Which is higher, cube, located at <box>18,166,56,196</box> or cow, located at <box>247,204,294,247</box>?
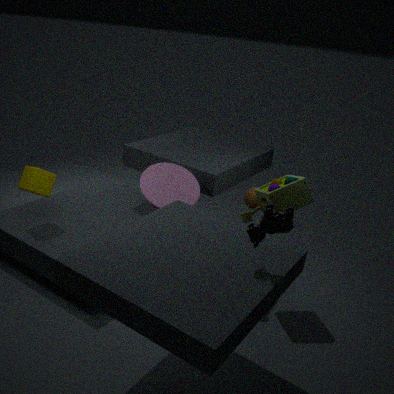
cow, located at <box>247,204,294,247</box>
